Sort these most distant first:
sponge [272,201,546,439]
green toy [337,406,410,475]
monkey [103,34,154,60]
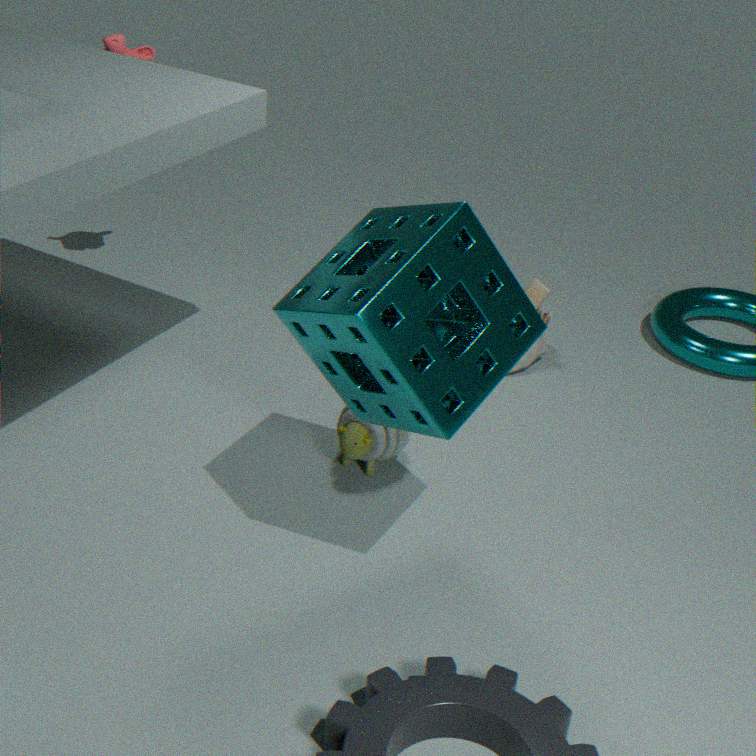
monkey [103,34,154,60], green toy [337,406,410,475], sponge [272,201,546,439]
